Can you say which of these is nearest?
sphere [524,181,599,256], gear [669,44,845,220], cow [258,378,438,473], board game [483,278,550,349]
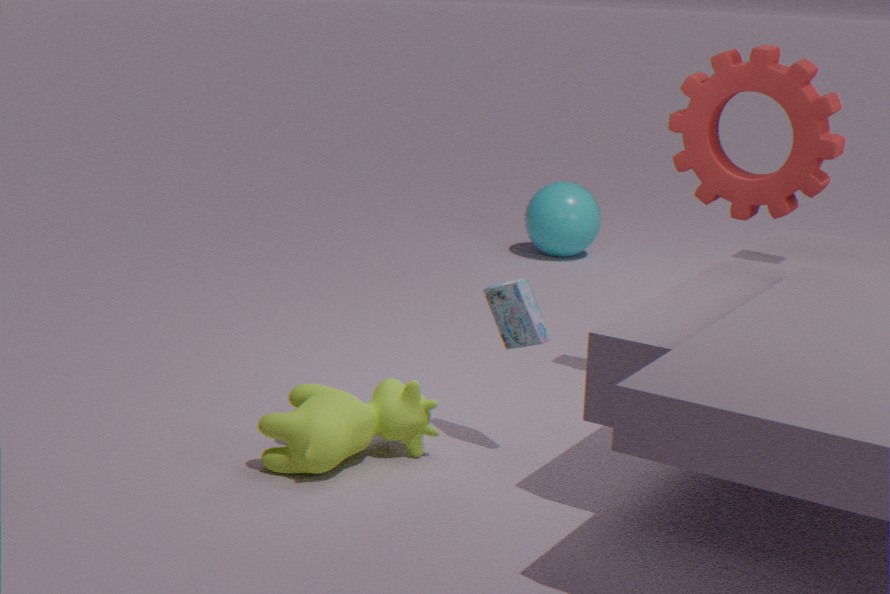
cow [258,378,438,473]
